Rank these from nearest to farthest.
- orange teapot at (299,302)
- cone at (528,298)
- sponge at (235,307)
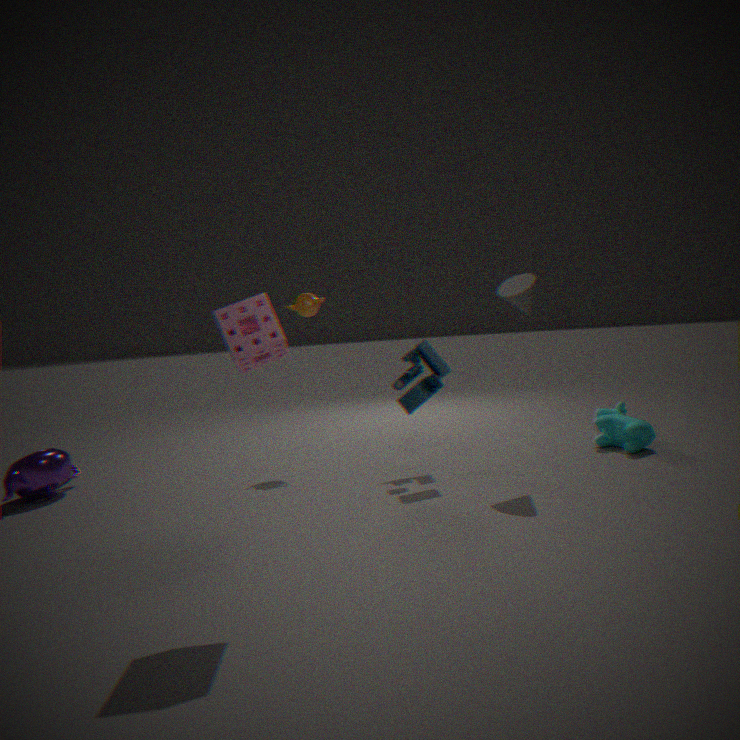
sponge at (235,307), cone at (528,298), orange teapot at (299,302)
